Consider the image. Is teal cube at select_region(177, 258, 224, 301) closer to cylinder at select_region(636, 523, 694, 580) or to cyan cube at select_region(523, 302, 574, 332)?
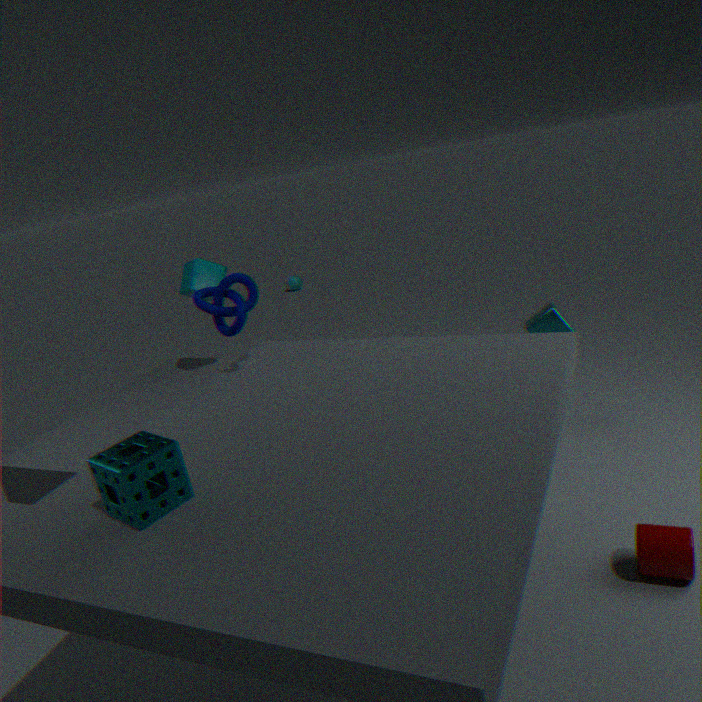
cyan cube at select_region(523, 302, 574, 332)
